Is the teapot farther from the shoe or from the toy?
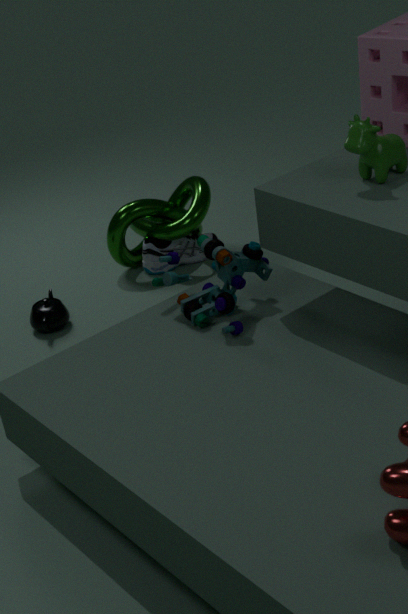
the toy
